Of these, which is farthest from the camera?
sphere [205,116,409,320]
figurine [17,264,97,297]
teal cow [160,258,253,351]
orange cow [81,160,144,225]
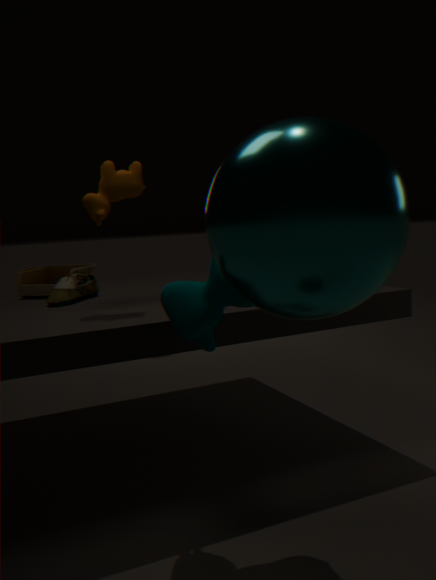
figurine [17,264,97,297]
